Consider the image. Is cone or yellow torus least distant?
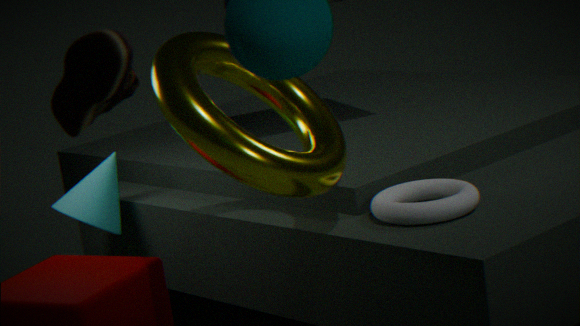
yellow torus
